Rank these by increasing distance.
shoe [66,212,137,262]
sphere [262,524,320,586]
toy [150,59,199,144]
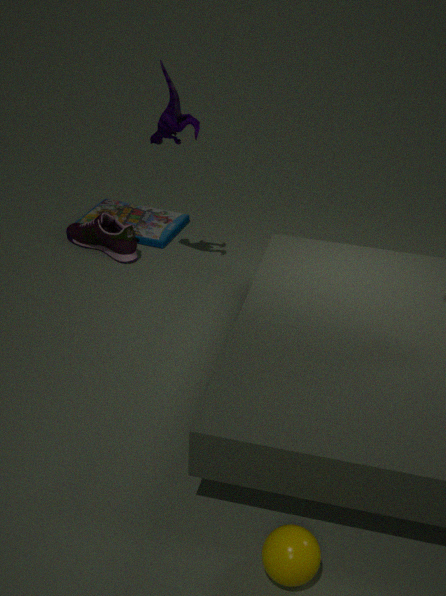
sphere [262,524,320,586] → toy [150,59,199,144] → shoe [66,212,137,262]
